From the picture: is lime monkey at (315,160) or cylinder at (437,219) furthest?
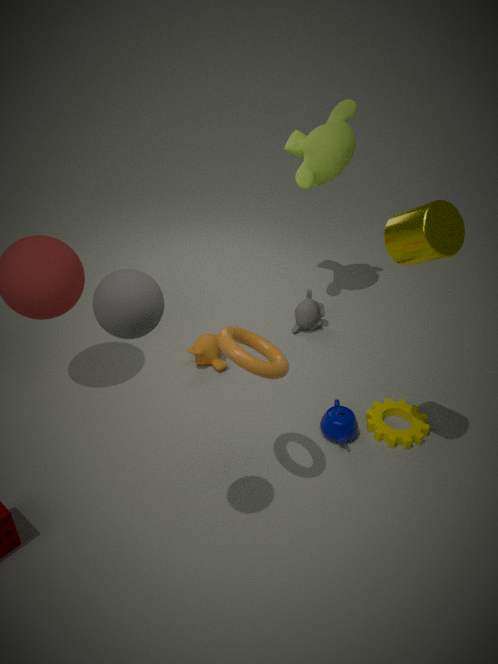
lime monkey at (315,160)
